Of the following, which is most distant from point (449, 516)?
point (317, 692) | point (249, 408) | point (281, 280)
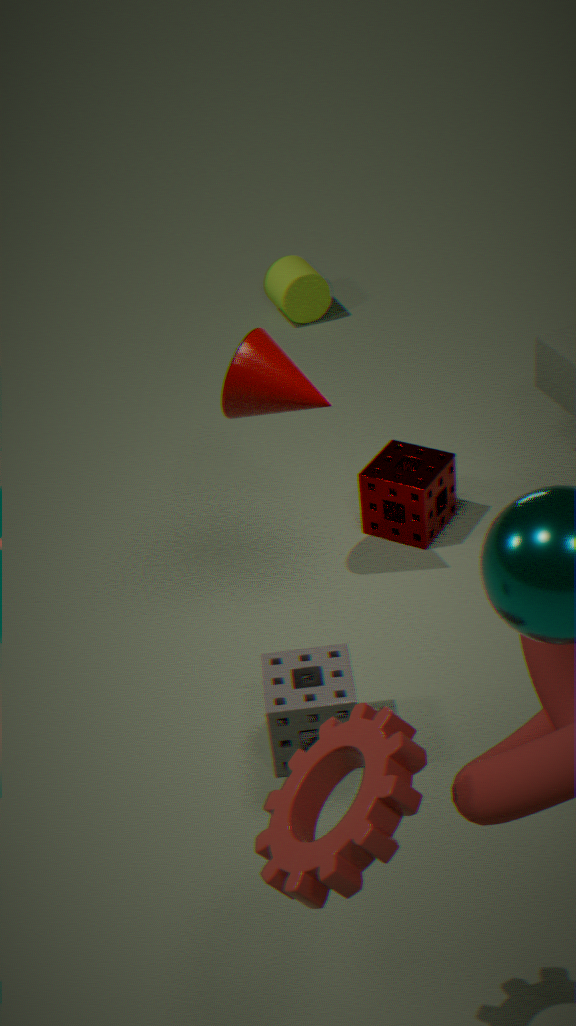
point (281, 280)
